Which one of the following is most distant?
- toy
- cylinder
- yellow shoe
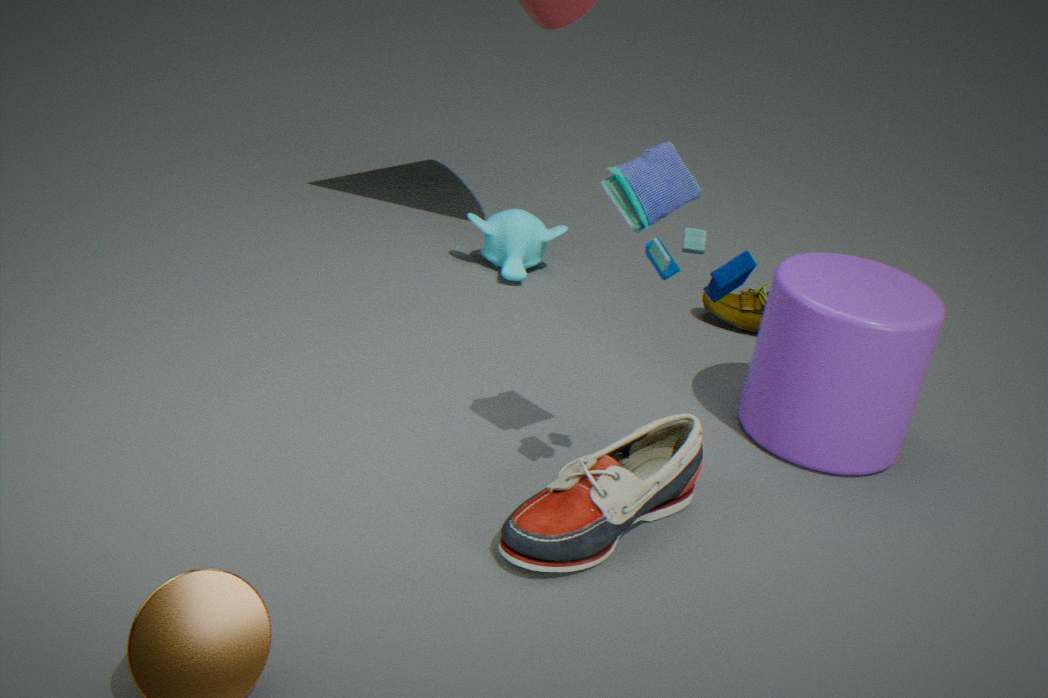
yellow shoe
